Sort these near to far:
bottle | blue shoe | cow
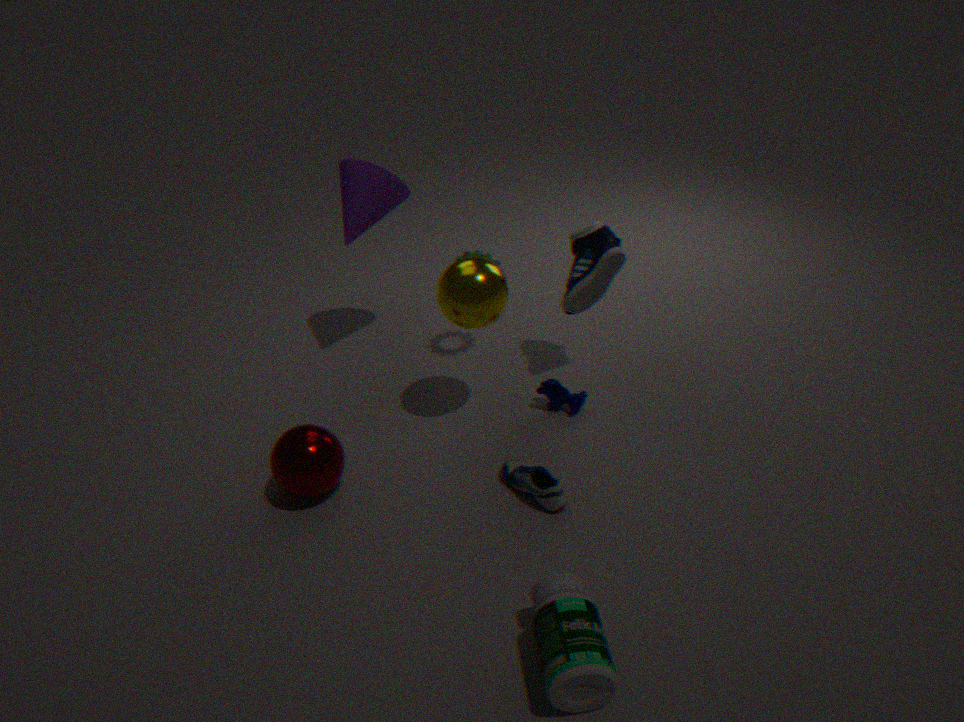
bottle < blue shoe < cow
